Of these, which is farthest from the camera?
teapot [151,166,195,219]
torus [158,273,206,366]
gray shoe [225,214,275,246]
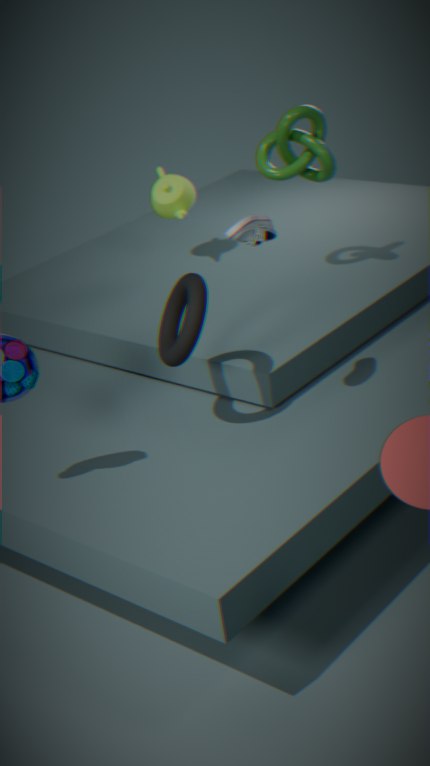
teapot [151,166,195,219]
